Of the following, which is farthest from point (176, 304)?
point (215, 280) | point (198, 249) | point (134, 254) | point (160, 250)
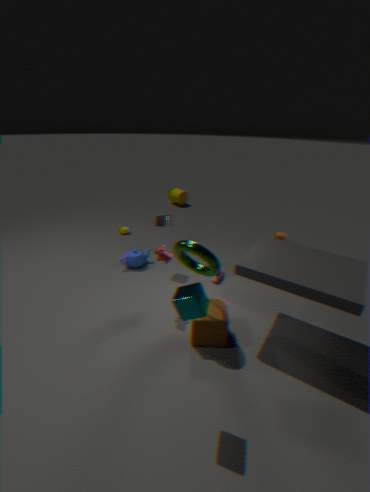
point (134, 254)
